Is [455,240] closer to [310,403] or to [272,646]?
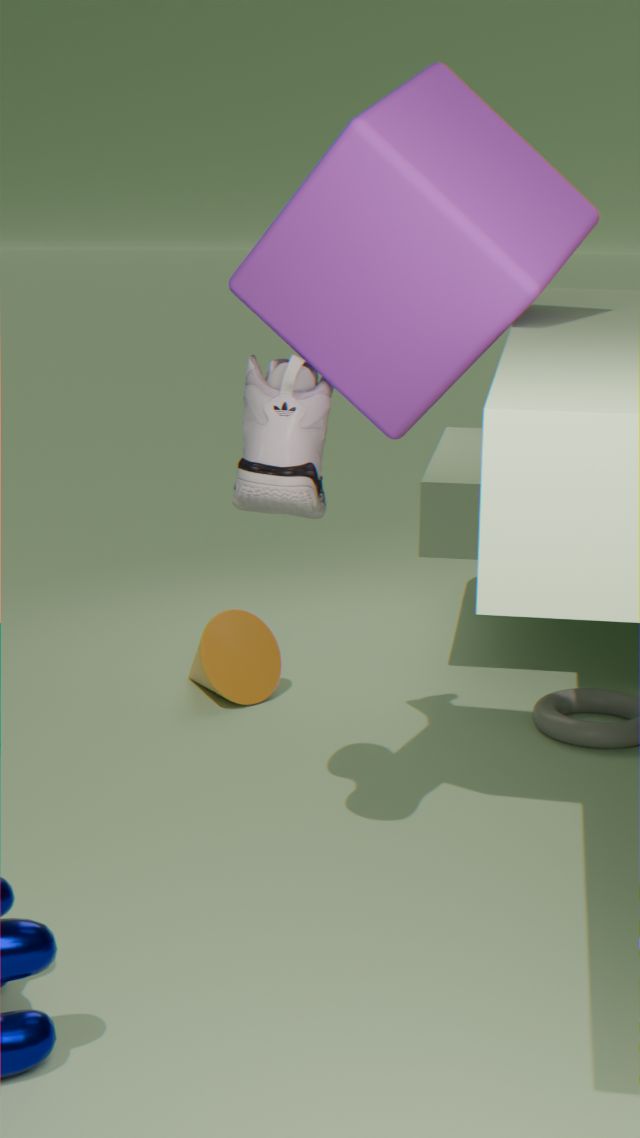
[310,403]
